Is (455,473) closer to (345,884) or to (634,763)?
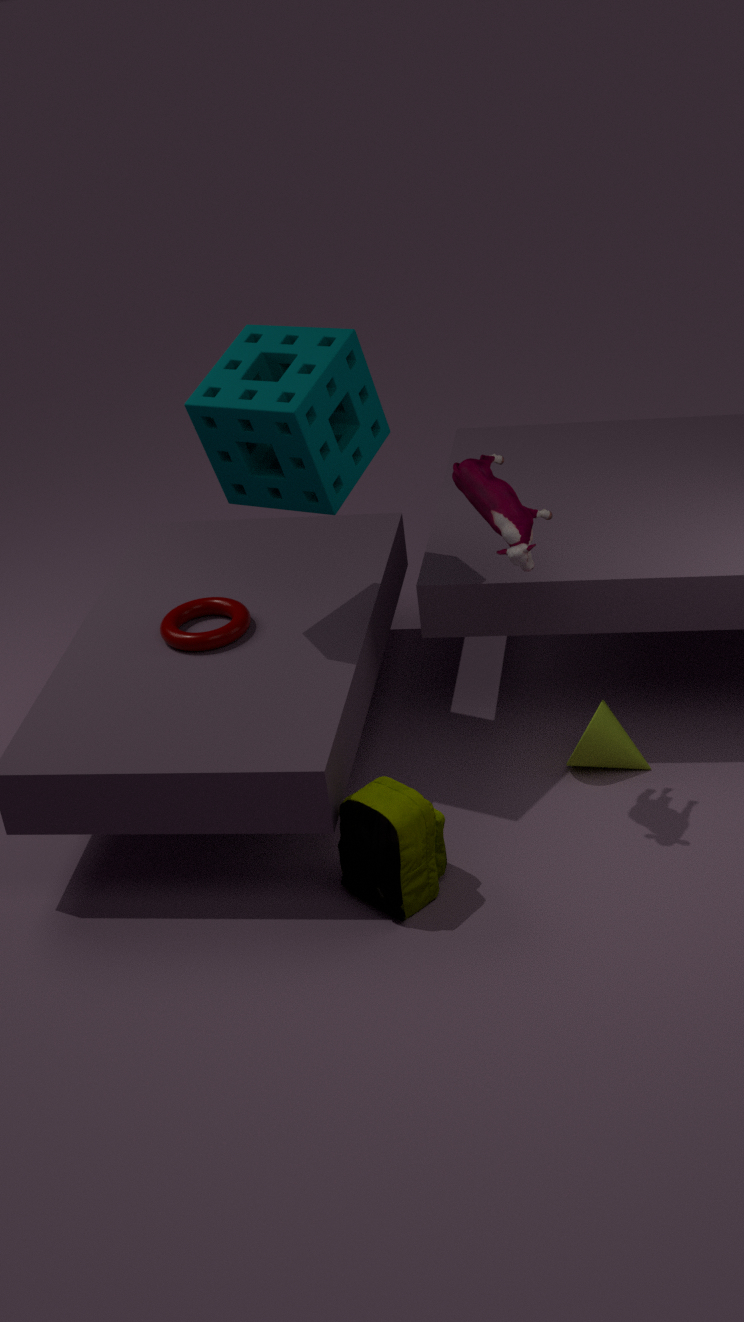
(634,763)
